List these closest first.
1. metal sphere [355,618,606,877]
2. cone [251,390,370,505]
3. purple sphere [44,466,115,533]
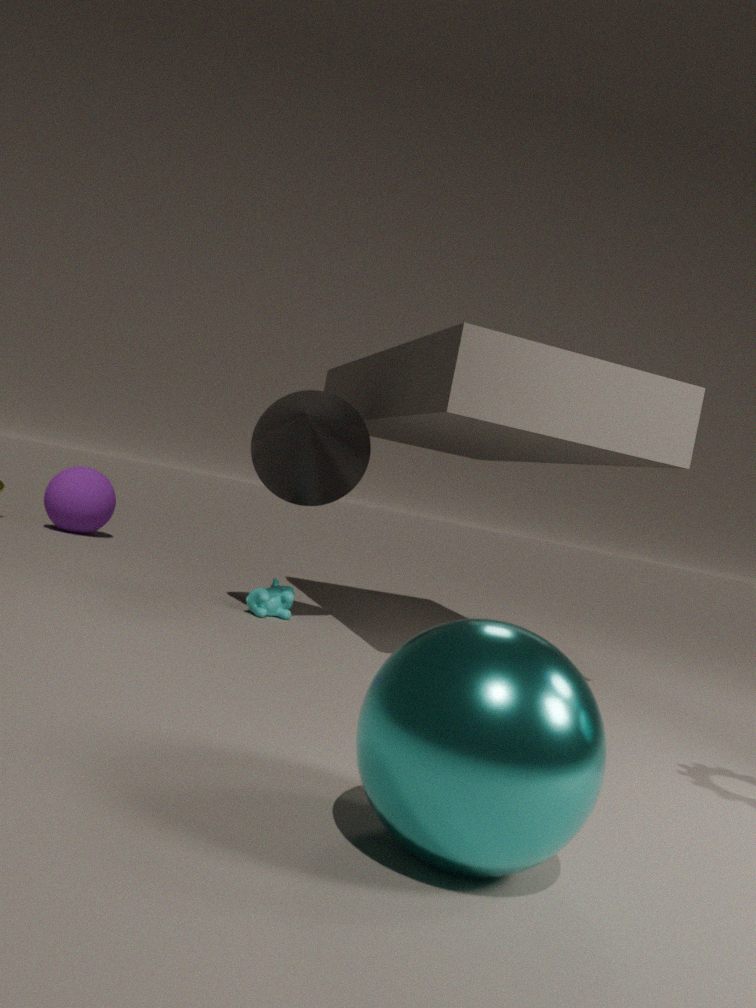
1. metal sphere [355,618,606,877]
2. cone [251,390,370,505]
3. purple sphere [44,466,115,533]
